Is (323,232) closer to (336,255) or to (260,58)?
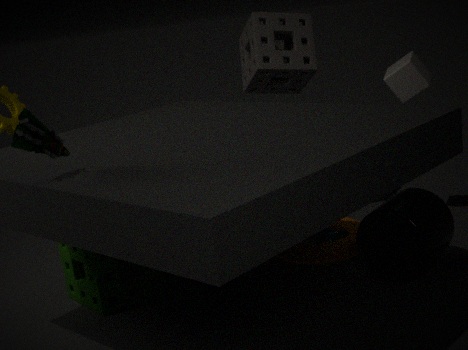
(336,255)
